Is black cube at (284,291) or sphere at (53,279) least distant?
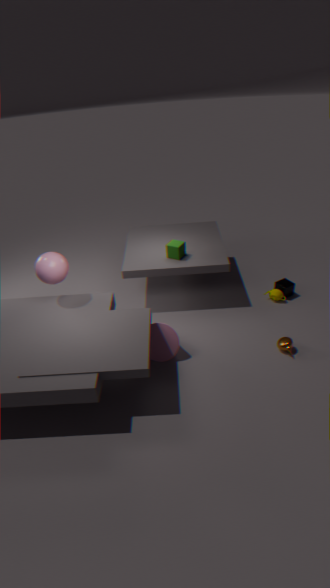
sphere at (53,279)
